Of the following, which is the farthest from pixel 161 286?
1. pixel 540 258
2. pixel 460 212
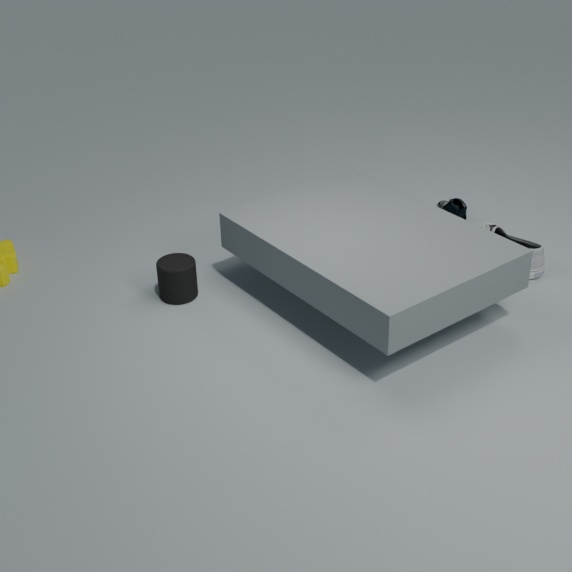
pixel 460 212
